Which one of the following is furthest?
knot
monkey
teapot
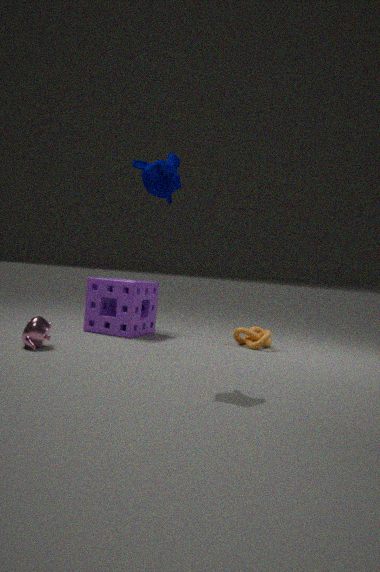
knot
